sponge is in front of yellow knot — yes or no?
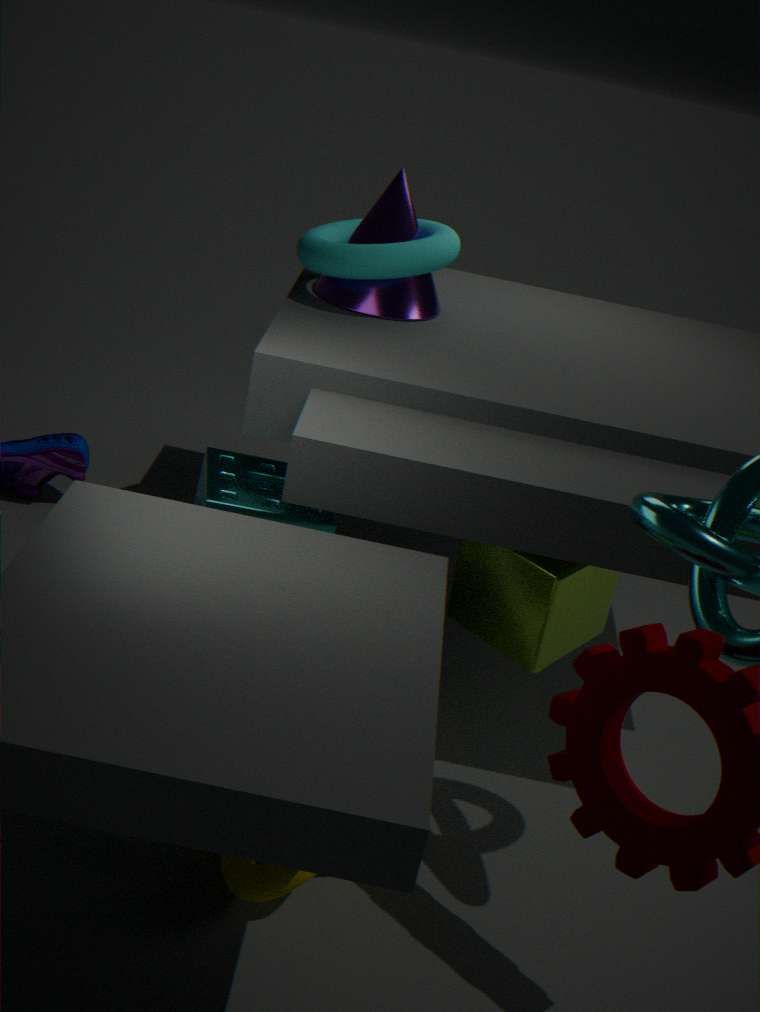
No
